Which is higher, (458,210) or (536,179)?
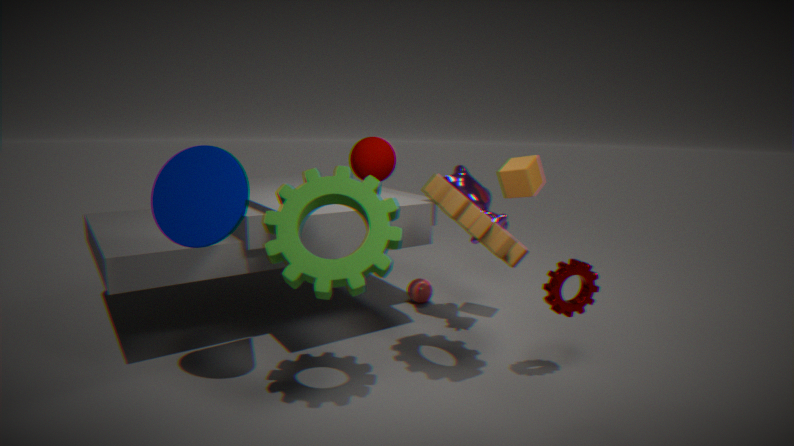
(536,179)
